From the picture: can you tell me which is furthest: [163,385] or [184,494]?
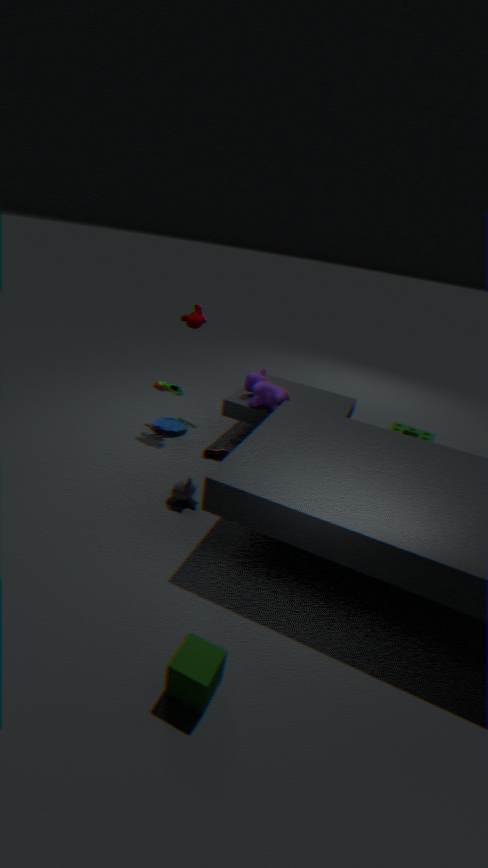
[163,385]
